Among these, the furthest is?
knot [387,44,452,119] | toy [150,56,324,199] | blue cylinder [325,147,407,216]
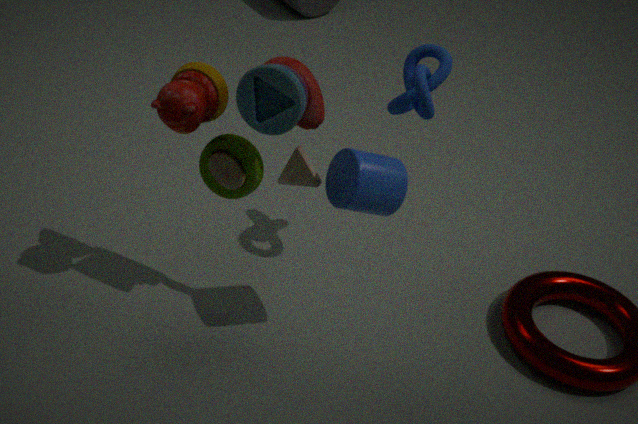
knot [387,44,452,119]
